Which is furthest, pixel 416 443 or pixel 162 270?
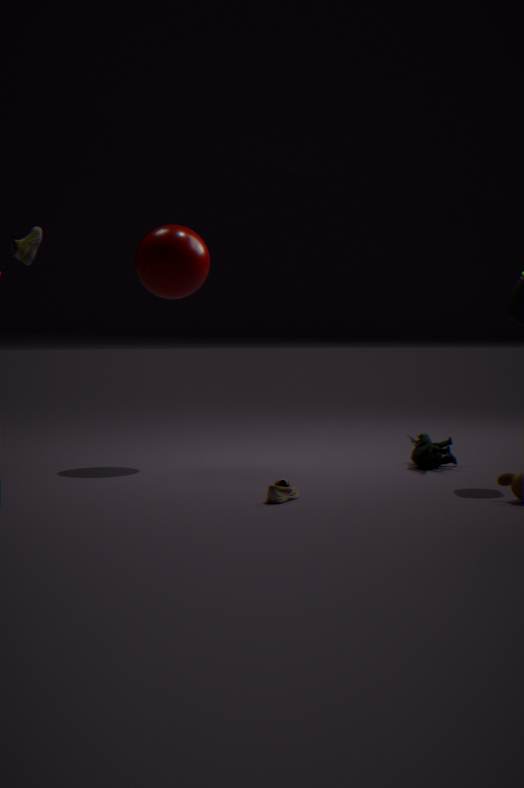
pixel 416 443
